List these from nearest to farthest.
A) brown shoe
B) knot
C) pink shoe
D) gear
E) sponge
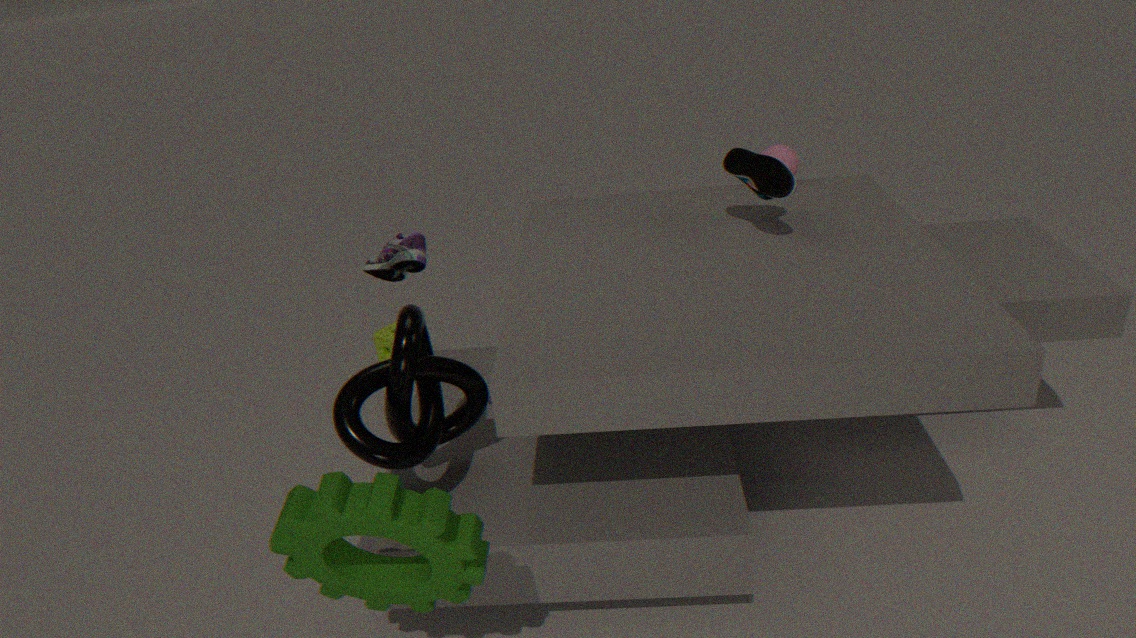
gear → knot → brown shoe → pink shoe → sponge
